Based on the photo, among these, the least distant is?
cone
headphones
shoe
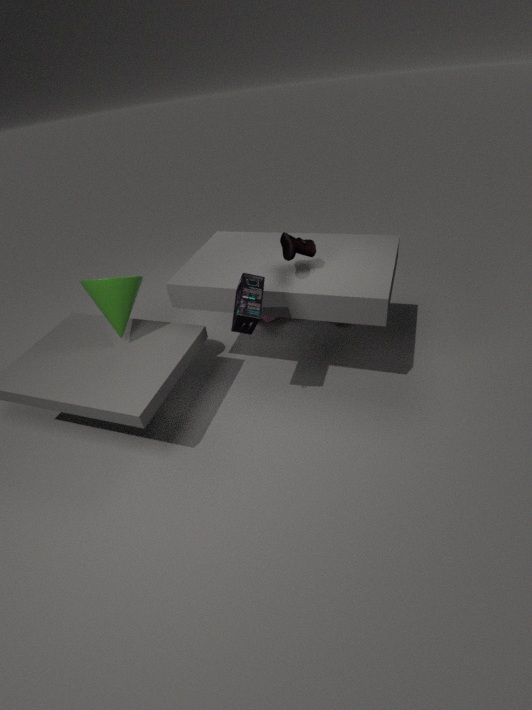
headphones
